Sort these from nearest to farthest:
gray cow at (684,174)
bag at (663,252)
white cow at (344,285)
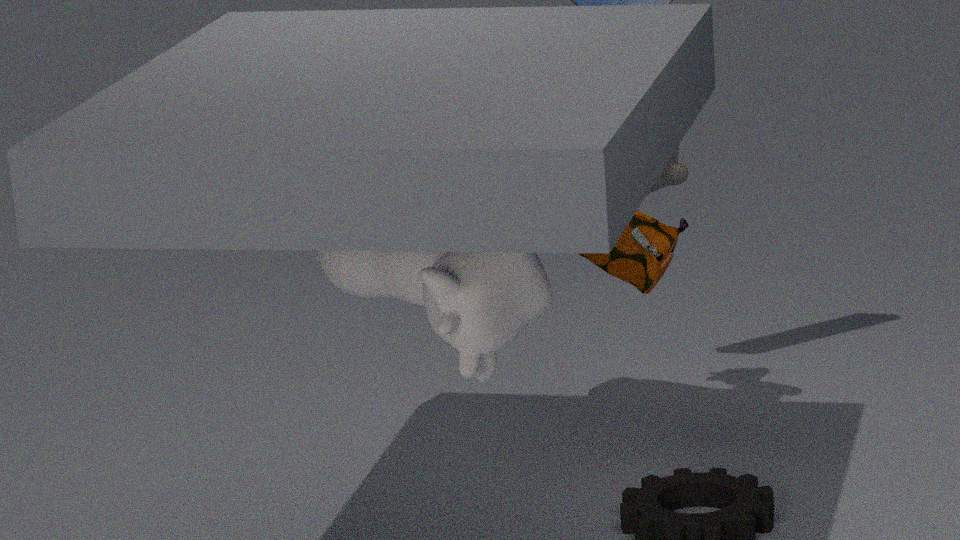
white cow at (344,285), gray cow at (684,174), bag at (663,252)
